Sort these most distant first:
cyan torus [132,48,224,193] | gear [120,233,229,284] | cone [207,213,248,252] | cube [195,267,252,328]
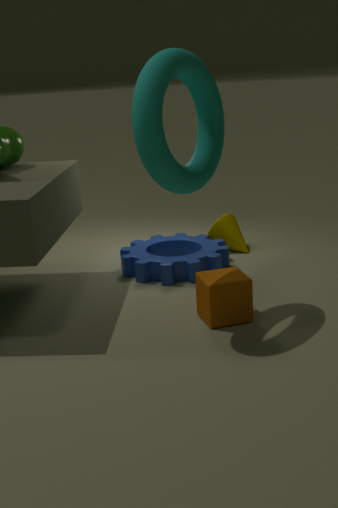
cone [207,213,248,252] → gear [120,233,229,284] → cube [195,267,252,328] → cyan torus [132,48,224,193]
